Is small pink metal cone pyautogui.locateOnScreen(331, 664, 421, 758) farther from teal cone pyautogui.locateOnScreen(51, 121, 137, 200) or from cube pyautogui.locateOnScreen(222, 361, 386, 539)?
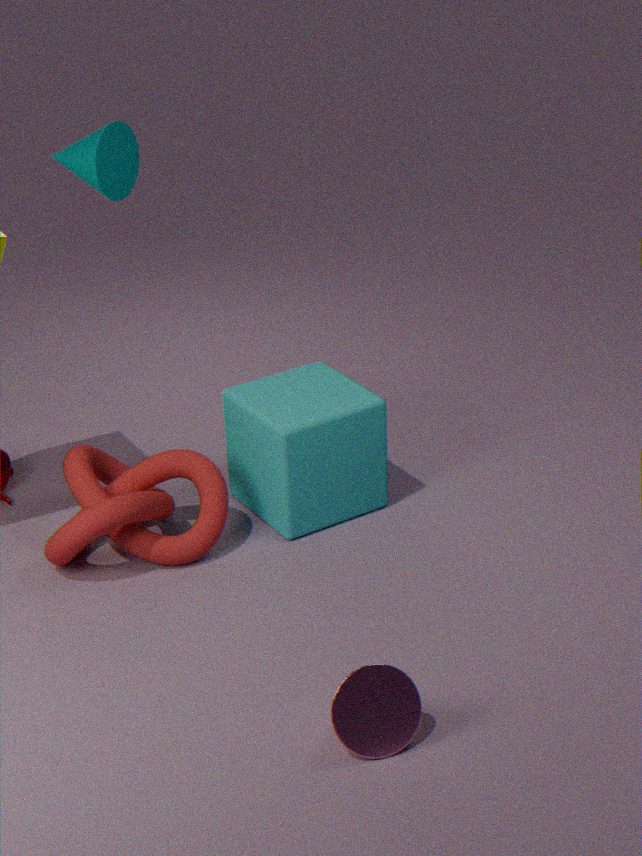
teal cone pyautogui.locateOnScreen(51, 121, 137, 200)
